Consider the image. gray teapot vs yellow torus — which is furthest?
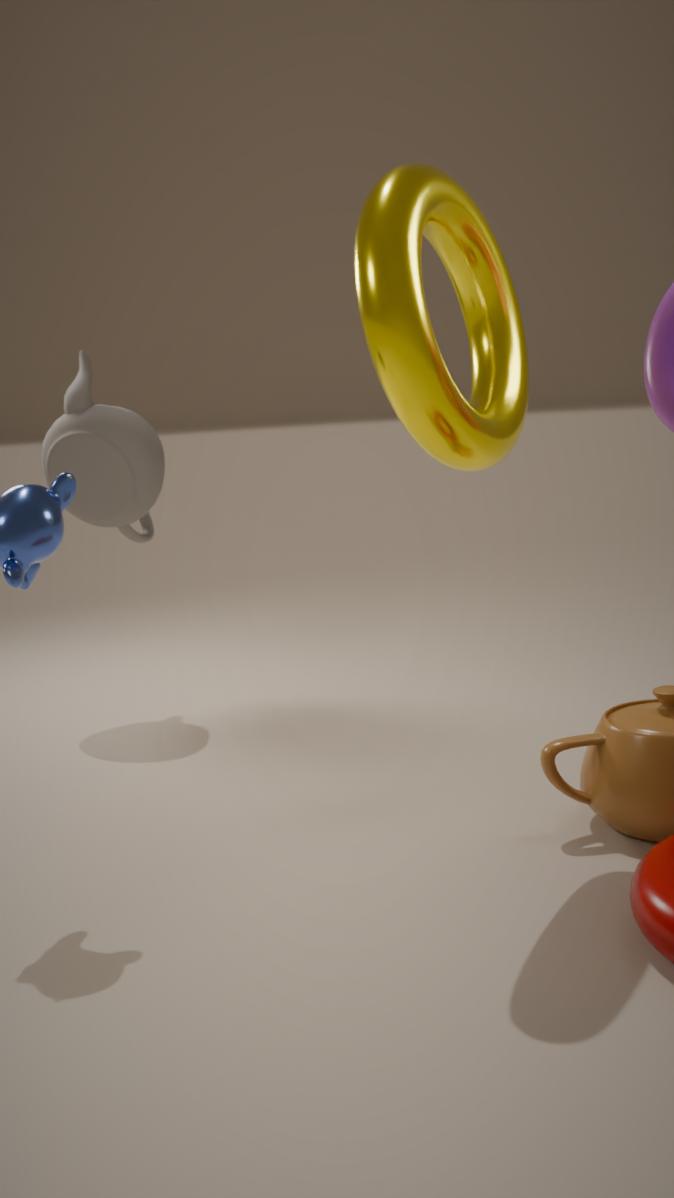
gray teapot
